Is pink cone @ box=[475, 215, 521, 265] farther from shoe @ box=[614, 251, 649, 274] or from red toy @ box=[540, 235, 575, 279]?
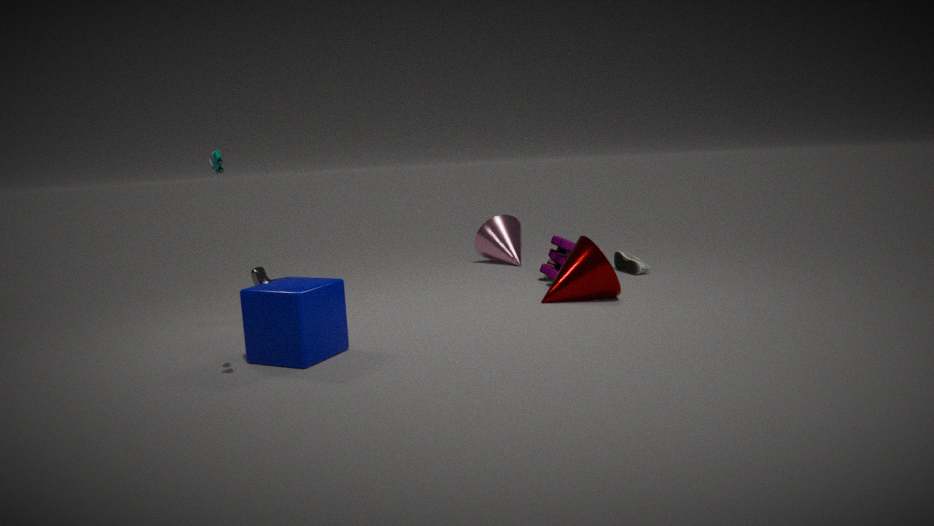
shoe @ box=[614, 251, 649, 274]
